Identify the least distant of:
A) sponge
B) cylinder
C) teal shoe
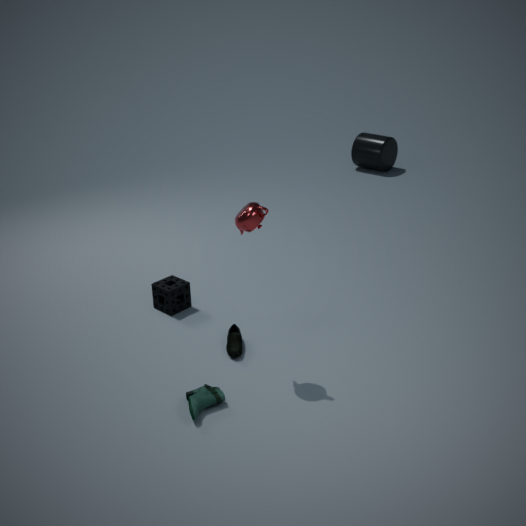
teal shoe
